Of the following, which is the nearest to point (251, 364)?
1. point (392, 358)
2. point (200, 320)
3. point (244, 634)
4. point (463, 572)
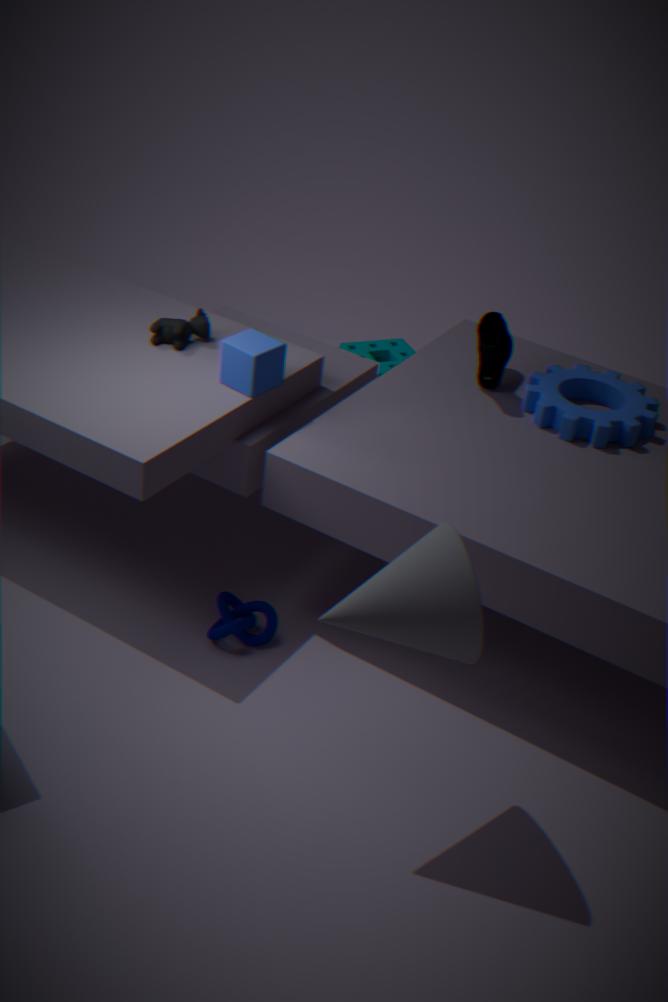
point (200, 320)
